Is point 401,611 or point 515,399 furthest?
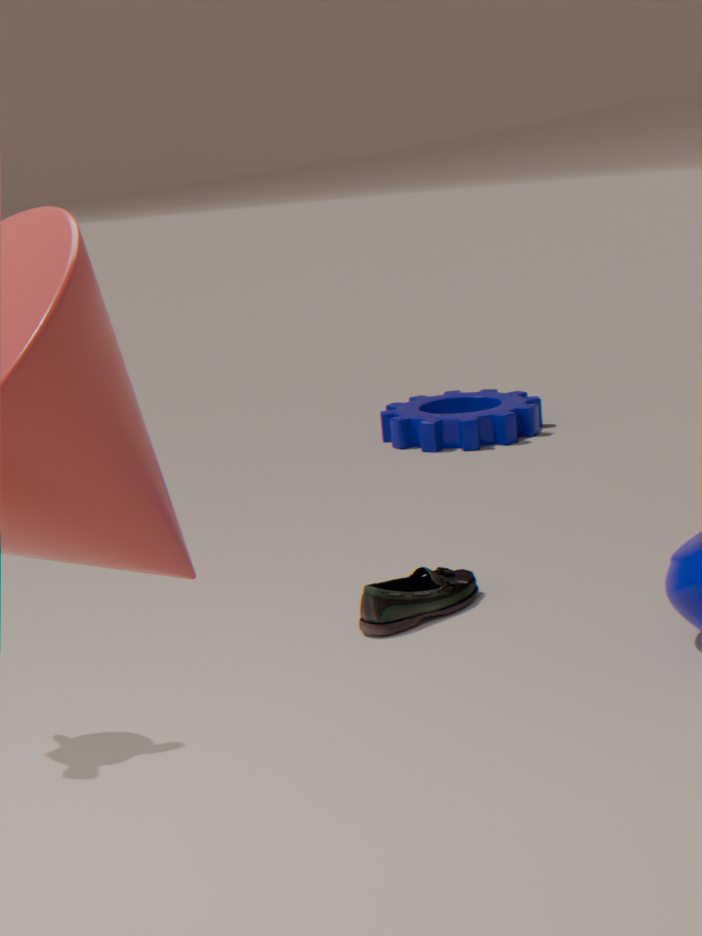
point 515,399
